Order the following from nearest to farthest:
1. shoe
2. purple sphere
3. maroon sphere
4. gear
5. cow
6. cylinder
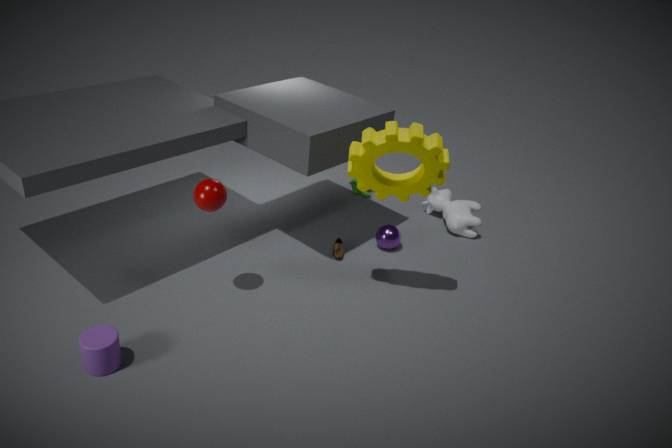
cylinder, gear, maroon sphere, shoe, purple sphere, cow
